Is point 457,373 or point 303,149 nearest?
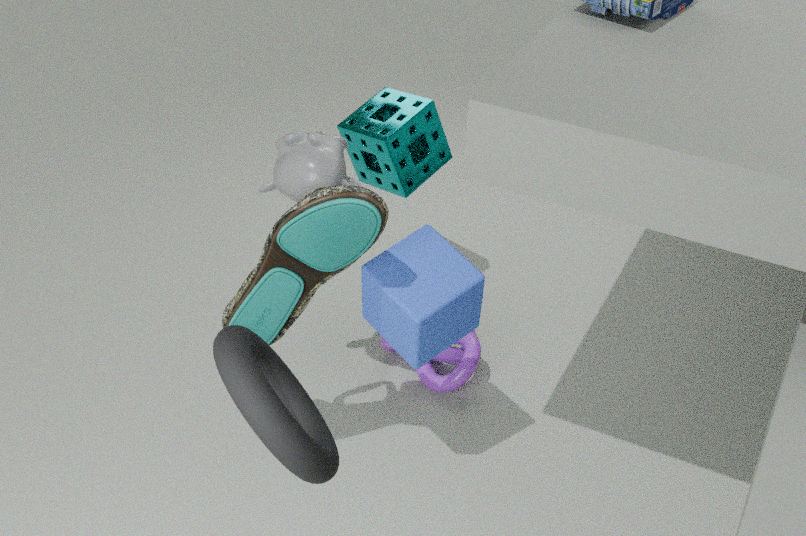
point 303,149
